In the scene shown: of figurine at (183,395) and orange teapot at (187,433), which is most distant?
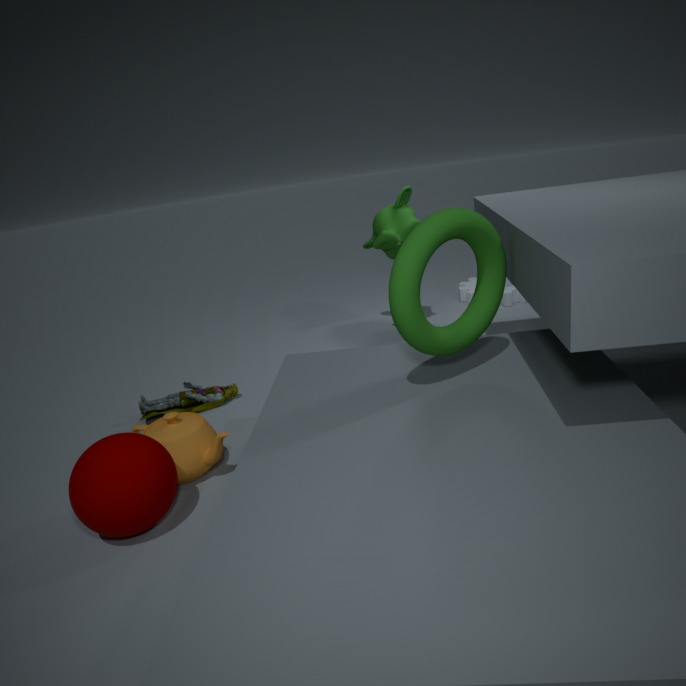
figurine at (183,395)
